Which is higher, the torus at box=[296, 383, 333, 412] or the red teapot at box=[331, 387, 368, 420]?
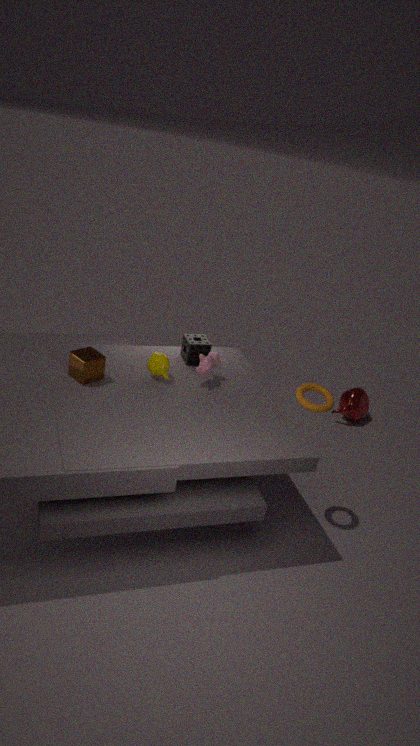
the torus at box=[296, 383, 333, 412]
